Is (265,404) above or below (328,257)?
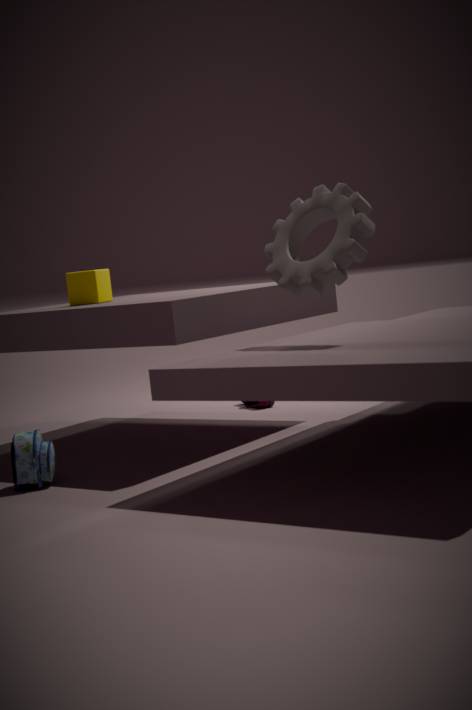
below
